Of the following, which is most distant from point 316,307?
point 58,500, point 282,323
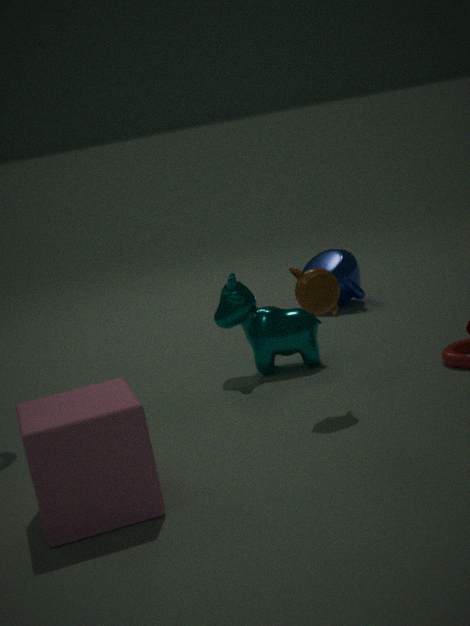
point 58,500
